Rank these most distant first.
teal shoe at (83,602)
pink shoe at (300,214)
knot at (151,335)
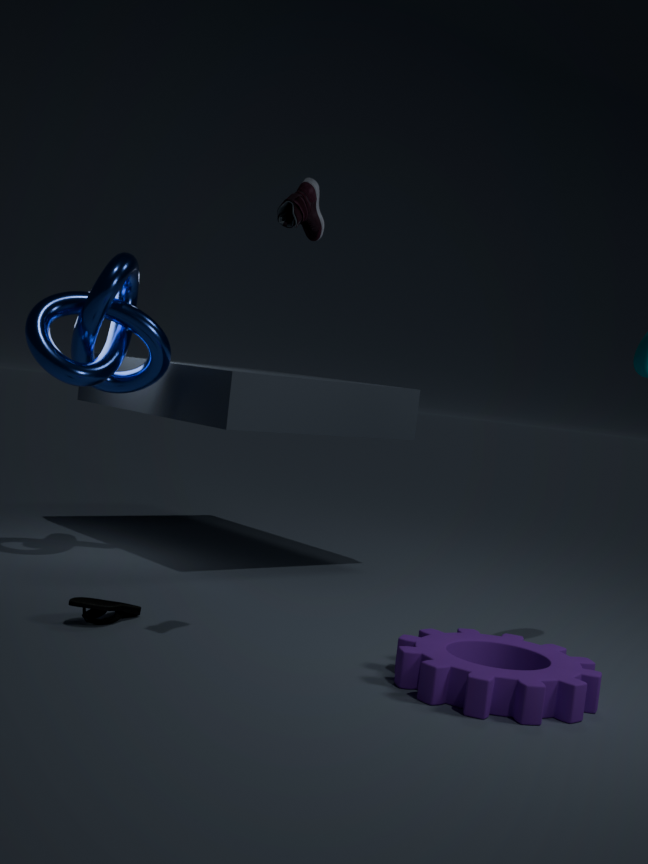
knot at (151,335)
teal shoe at (83,602)
pink shoe at (300,214)
